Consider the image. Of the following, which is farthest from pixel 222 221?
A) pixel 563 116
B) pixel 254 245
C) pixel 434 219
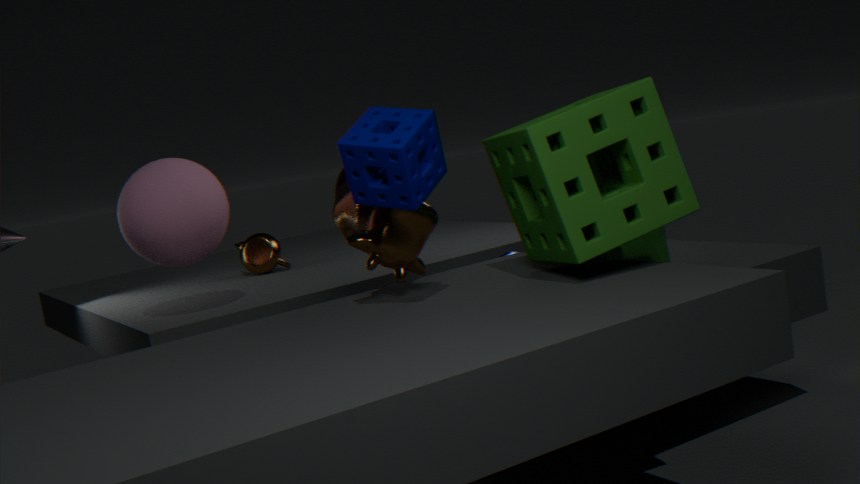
pixel 563 116
